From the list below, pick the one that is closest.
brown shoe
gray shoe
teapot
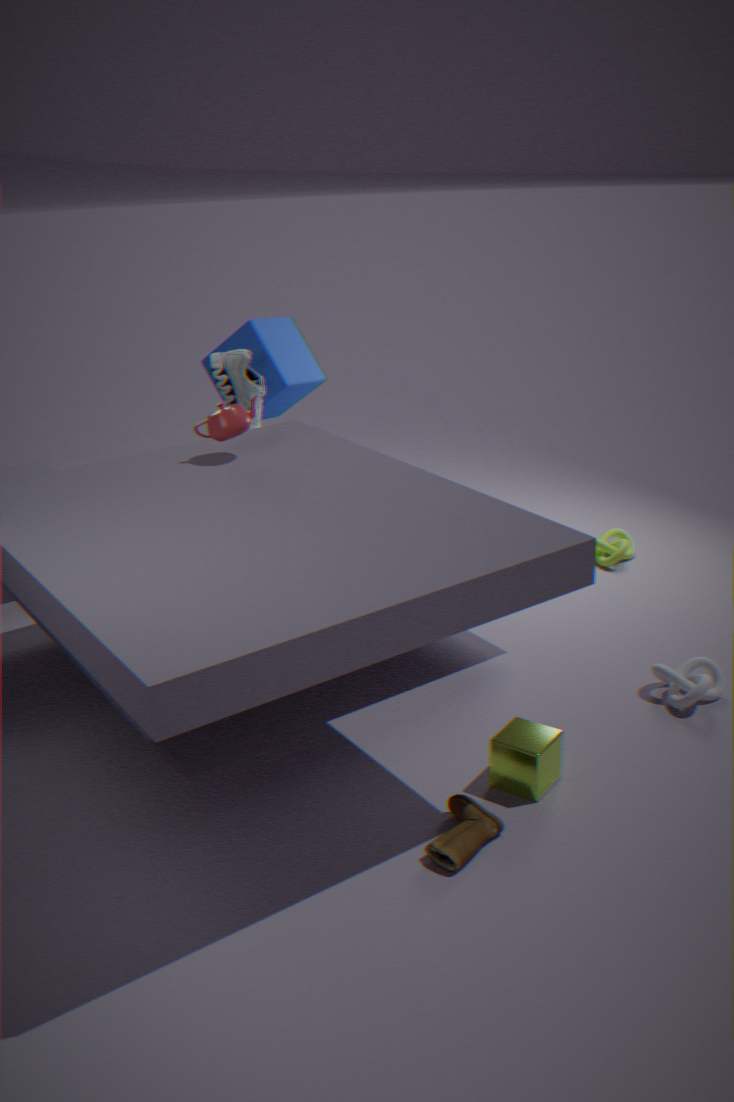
brown shoe
